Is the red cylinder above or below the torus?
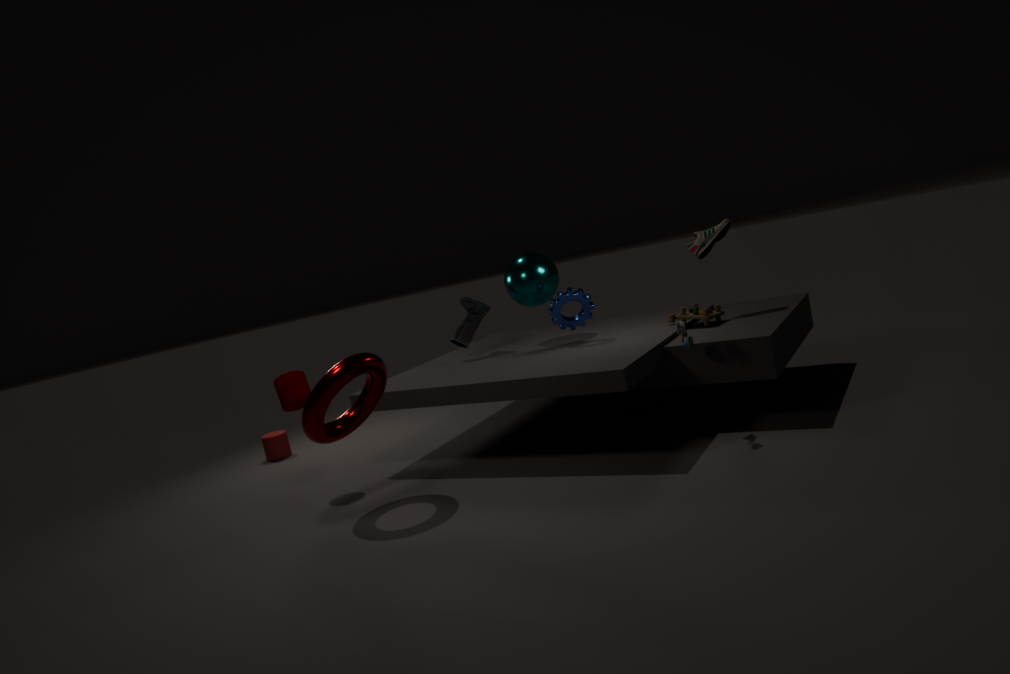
below
